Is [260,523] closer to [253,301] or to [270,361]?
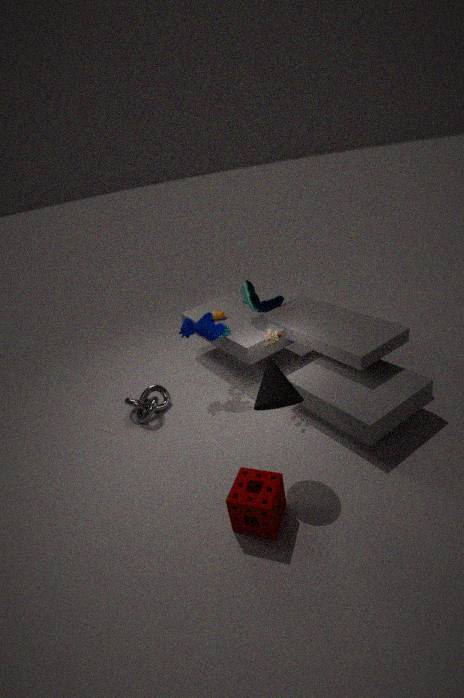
[270,361]
